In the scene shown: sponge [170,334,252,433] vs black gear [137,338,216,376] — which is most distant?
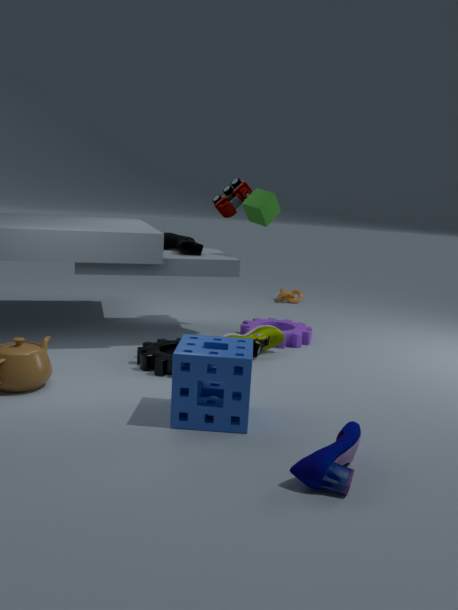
black gear [137,338,216,376]
